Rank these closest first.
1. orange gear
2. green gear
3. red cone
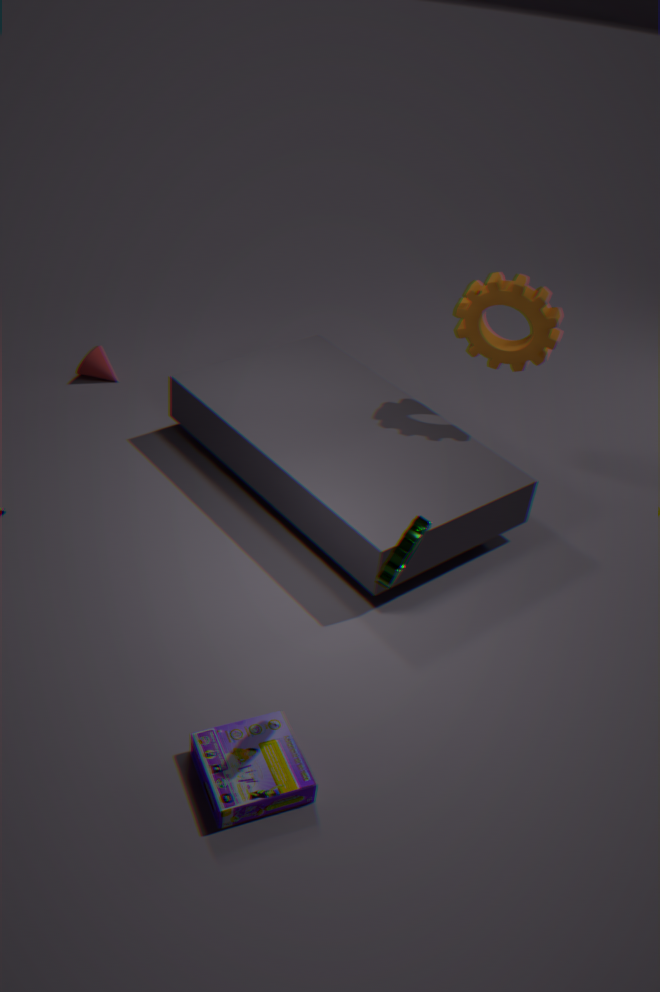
green gear → orange gear → red cone
